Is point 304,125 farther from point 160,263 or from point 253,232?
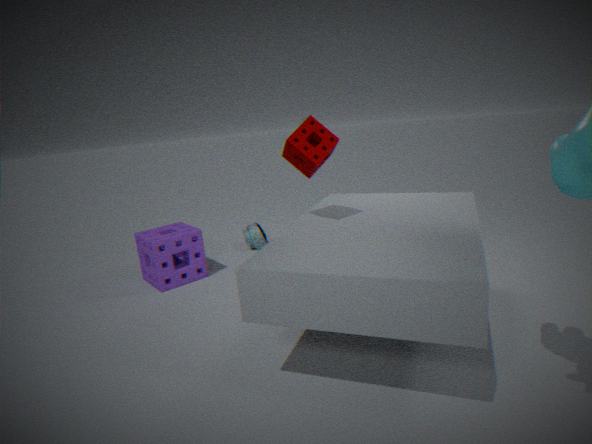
point 253,232
